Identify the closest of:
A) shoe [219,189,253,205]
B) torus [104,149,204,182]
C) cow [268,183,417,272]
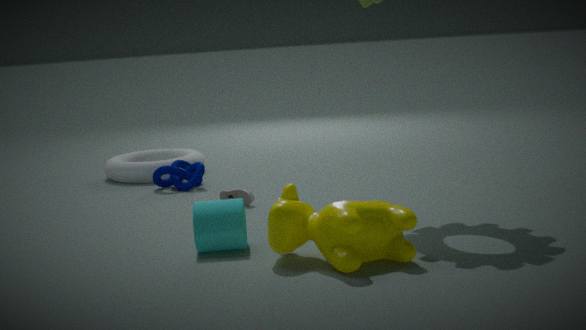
cow [268,183,417,272]
